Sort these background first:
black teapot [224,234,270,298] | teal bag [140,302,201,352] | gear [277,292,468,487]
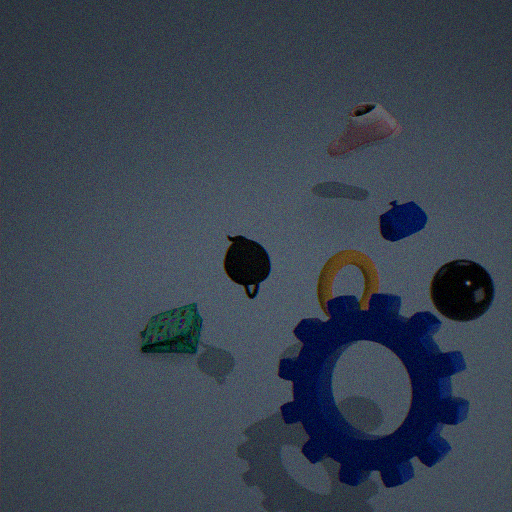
teal bag [140,302,201,352] < black teapot [224,234,270,298] < gear [277,292,468,487]
